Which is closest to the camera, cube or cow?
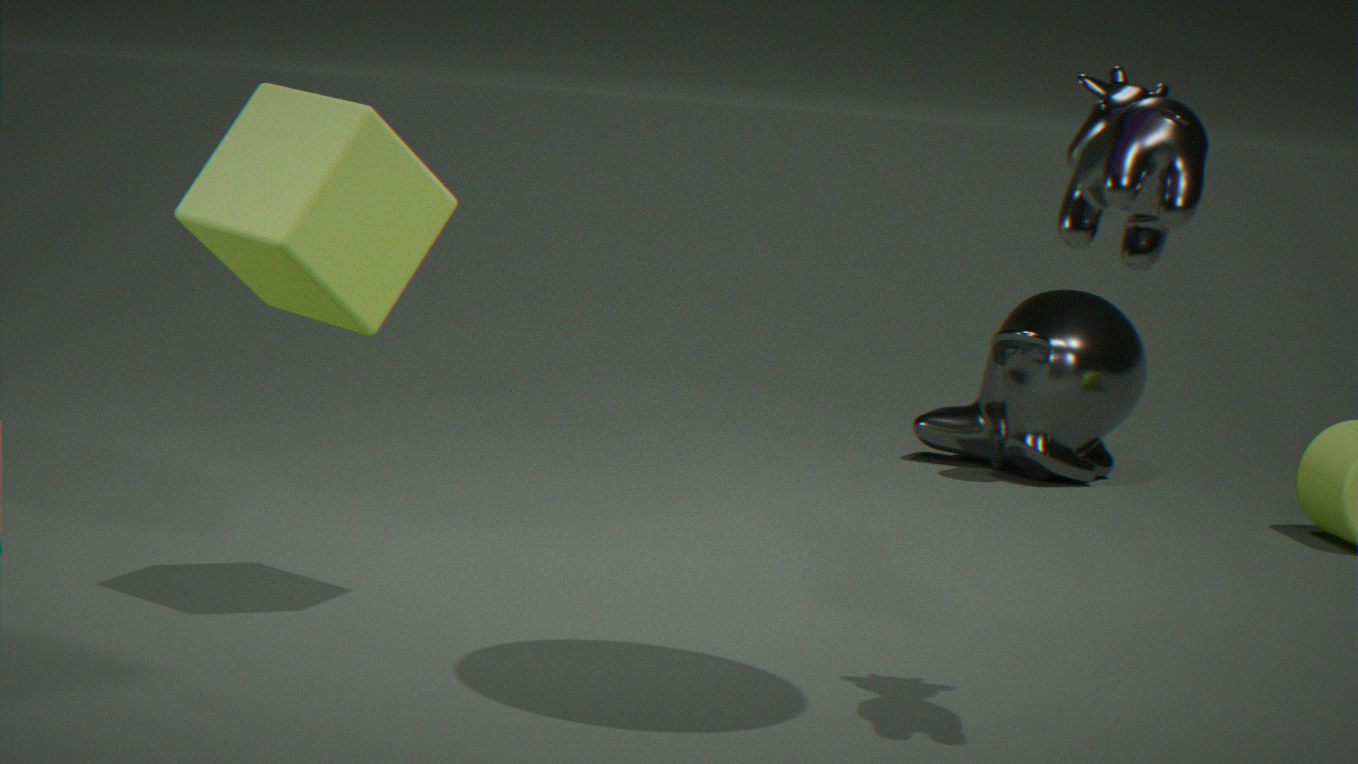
cow
